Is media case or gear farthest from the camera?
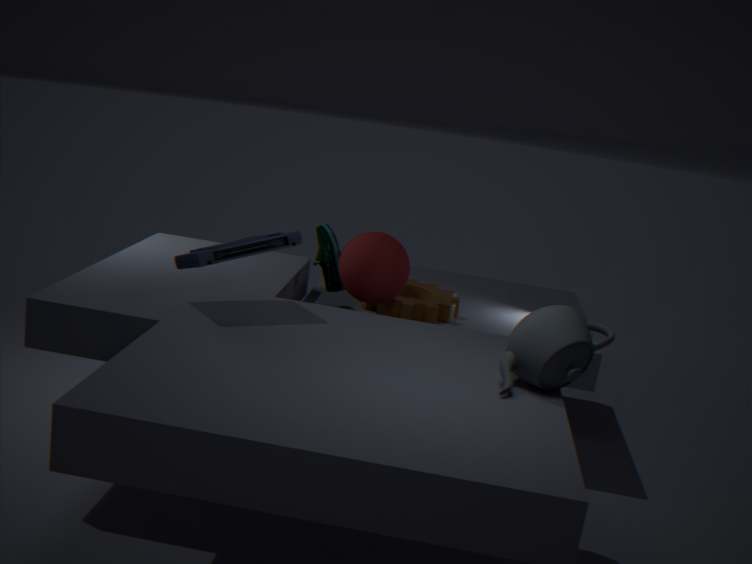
gear
